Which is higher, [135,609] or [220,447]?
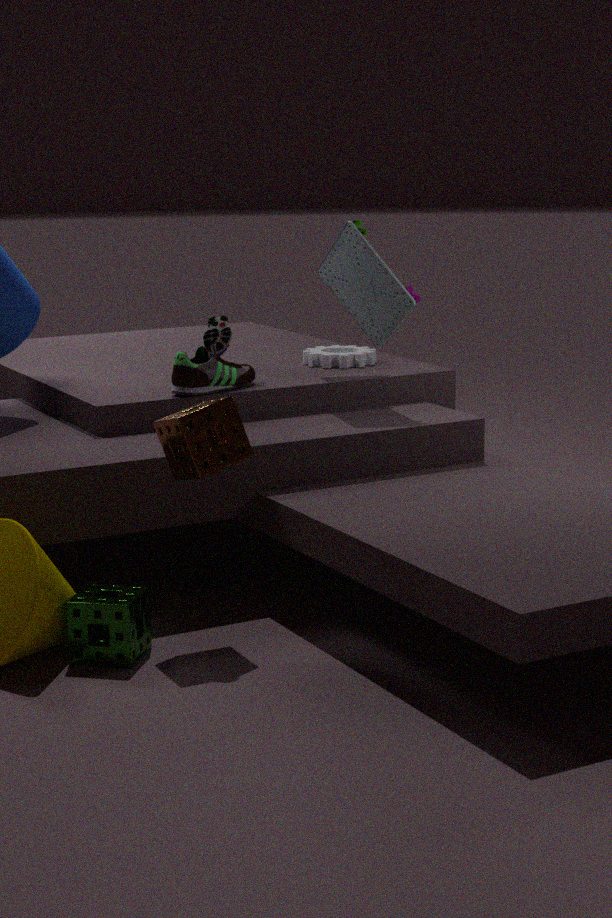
[220,447]
